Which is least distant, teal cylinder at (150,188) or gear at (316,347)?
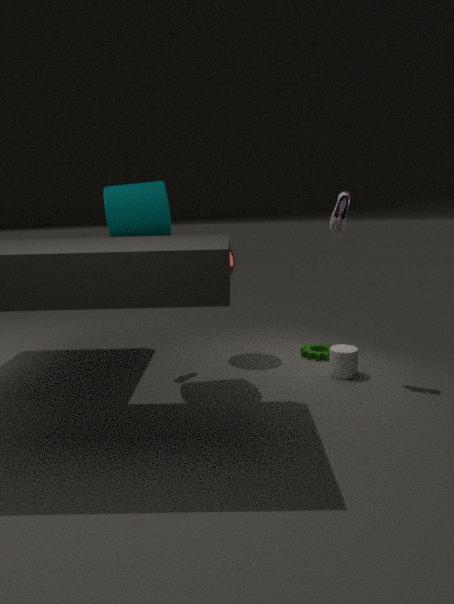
teal cylinder at (150,188)
